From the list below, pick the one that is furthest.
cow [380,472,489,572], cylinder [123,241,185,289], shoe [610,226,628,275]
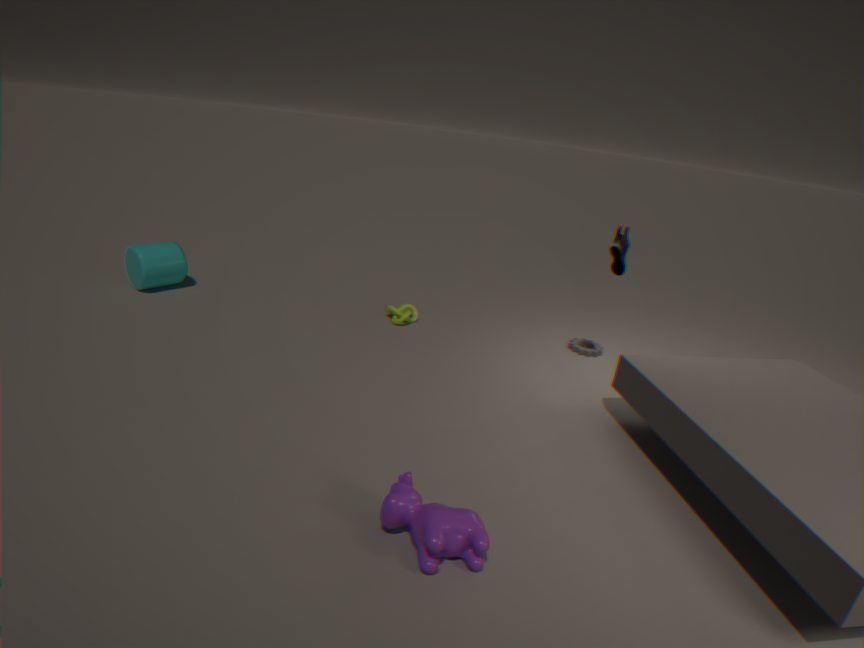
cylinder [123,241,185,289]
